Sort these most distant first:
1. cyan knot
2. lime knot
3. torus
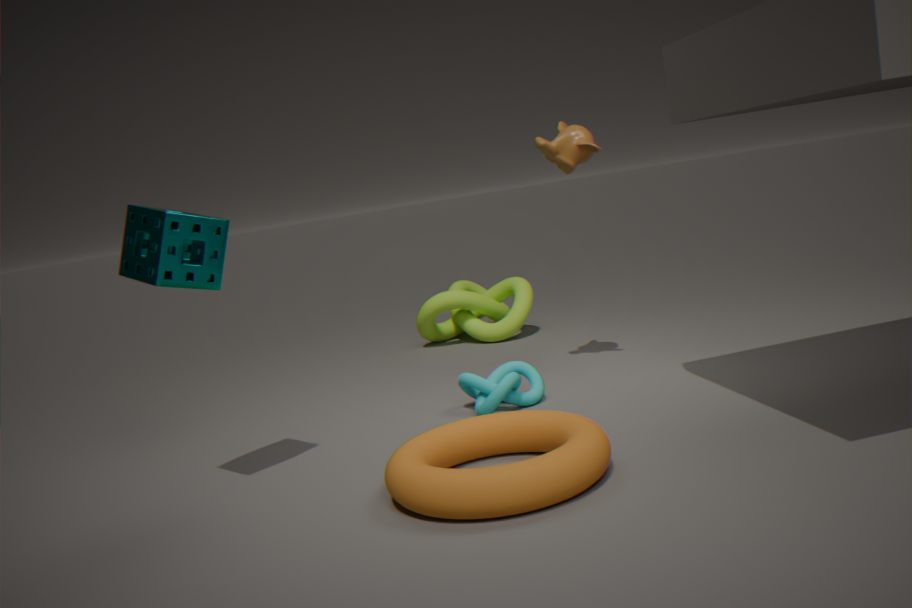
lime knot
cyan knot
torus
